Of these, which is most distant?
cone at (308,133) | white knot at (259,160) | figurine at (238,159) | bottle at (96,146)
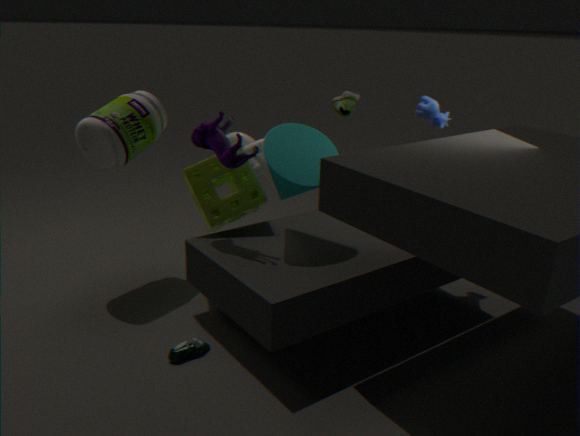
white knot at (259,160)
